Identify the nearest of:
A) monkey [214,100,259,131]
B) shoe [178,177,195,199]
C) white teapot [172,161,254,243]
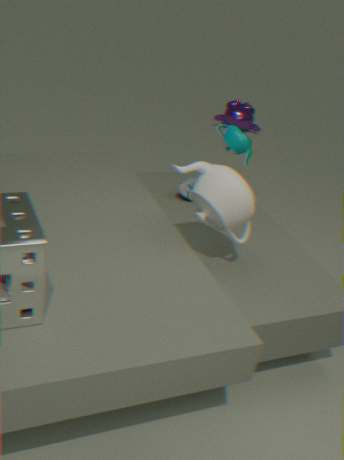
white teapot [172,161,254,243]
